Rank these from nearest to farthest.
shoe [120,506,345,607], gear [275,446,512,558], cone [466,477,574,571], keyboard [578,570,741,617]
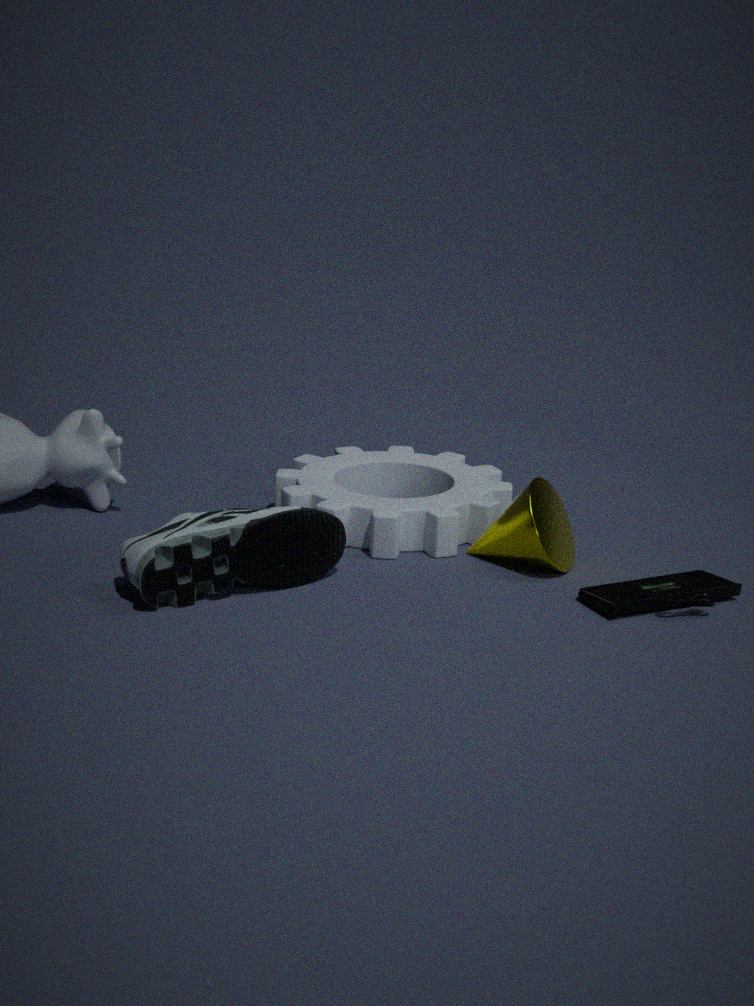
1. shoe [120,506,345,607]
2. keyboard [578,570,741,617]
3. cone [466,477,574,571]
4. gear [275,446,512,558]
